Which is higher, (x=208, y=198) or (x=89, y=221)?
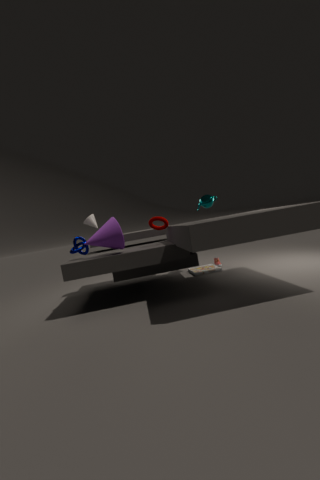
(x=89, y=221)
